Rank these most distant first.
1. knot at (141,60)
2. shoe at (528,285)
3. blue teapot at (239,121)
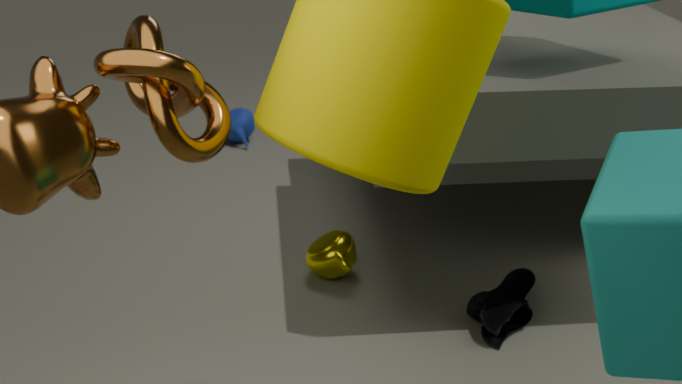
blue teapot at (239,121), shoe at (528,285), knot at (141,60)
